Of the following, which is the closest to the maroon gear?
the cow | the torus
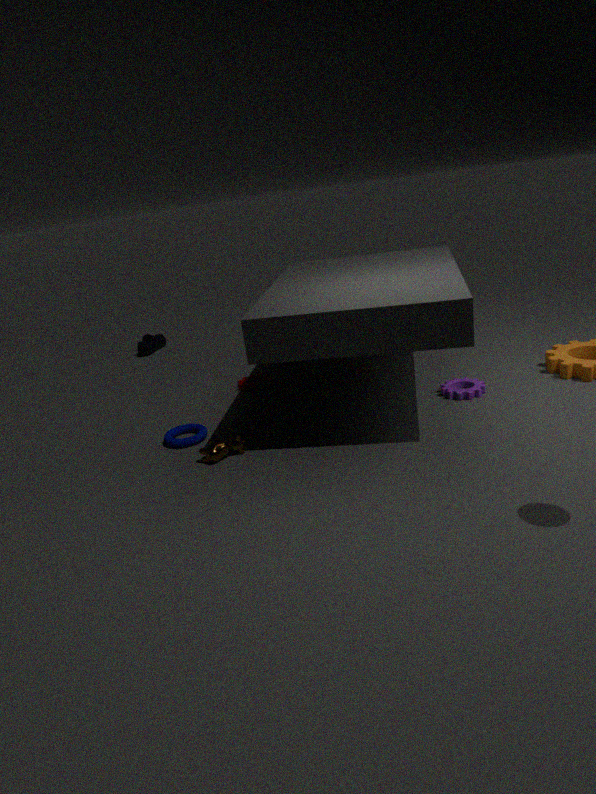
the torus
